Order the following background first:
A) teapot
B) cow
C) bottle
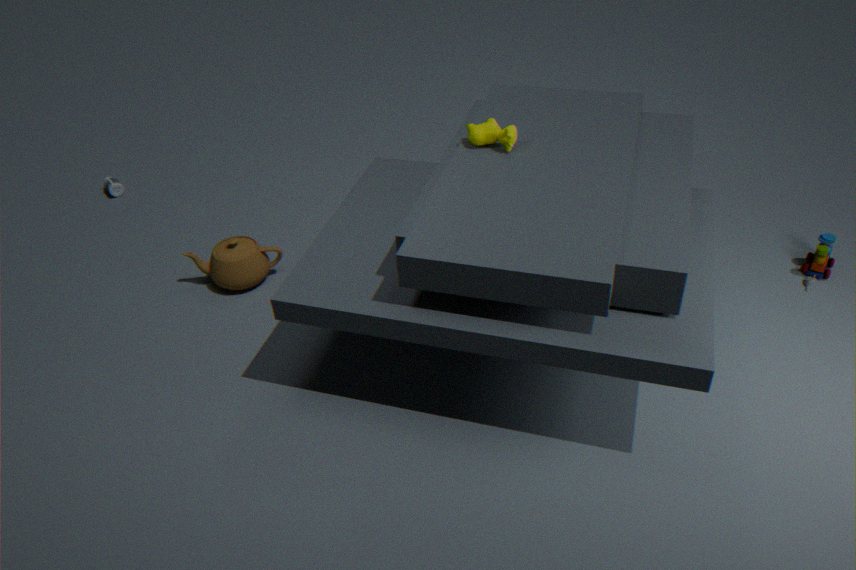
bottle
teapot
cow
